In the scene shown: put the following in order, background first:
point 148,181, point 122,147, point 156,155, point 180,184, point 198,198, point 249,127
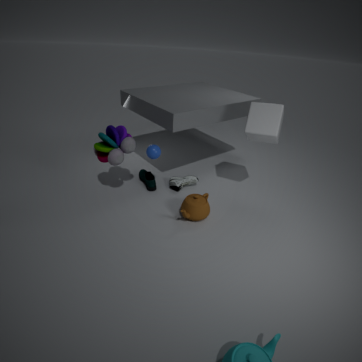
1. point 180,184
2. point 148,181
3. point 156,155
4. point 122,147
5. point 249,127
6. point 198,198
